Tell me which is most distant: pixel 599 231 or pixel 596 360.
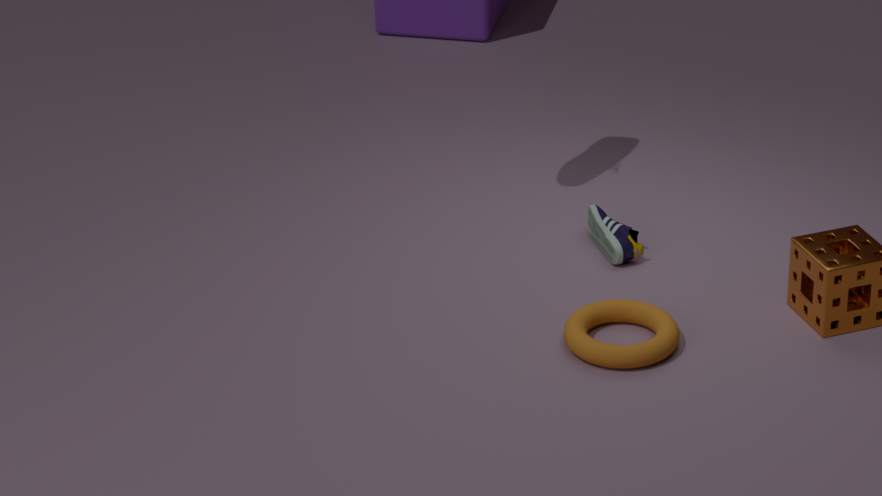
pixel 599 231
